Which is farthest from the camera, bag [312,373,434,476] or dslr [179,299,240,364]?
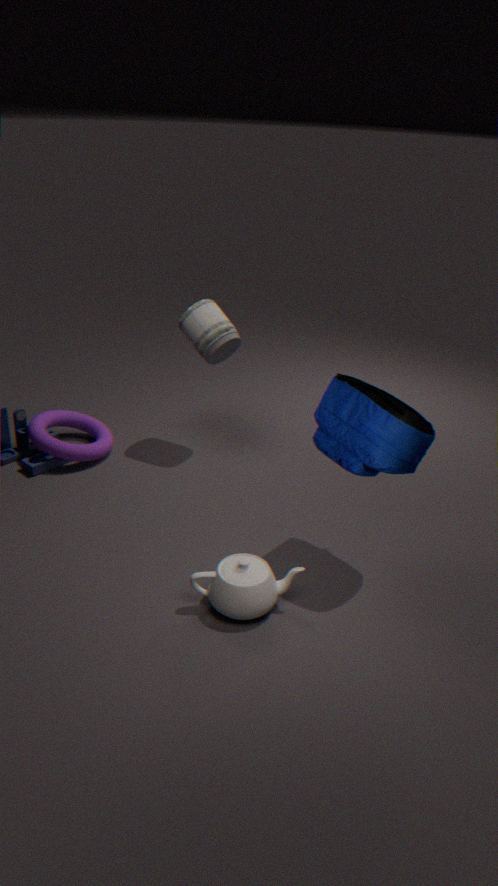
dslr [179,299,240,364]
